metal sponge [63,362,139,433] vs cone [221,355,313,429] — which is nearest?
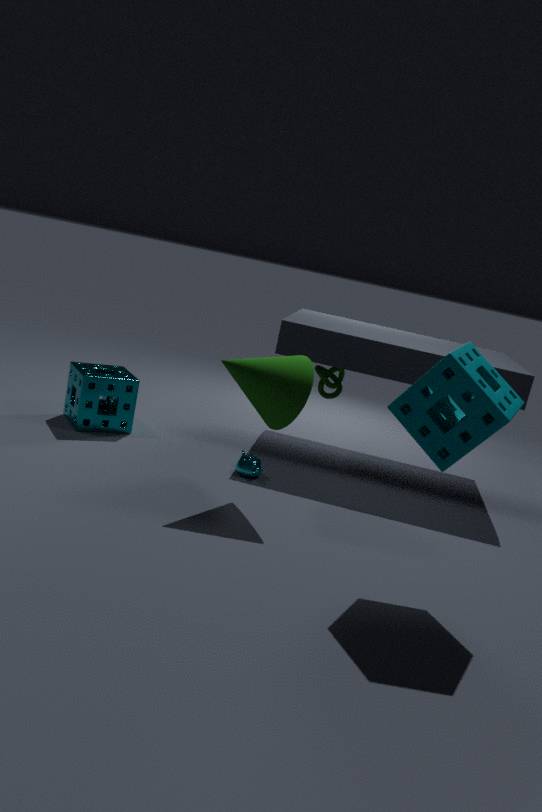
cone [221,355,313,429]
